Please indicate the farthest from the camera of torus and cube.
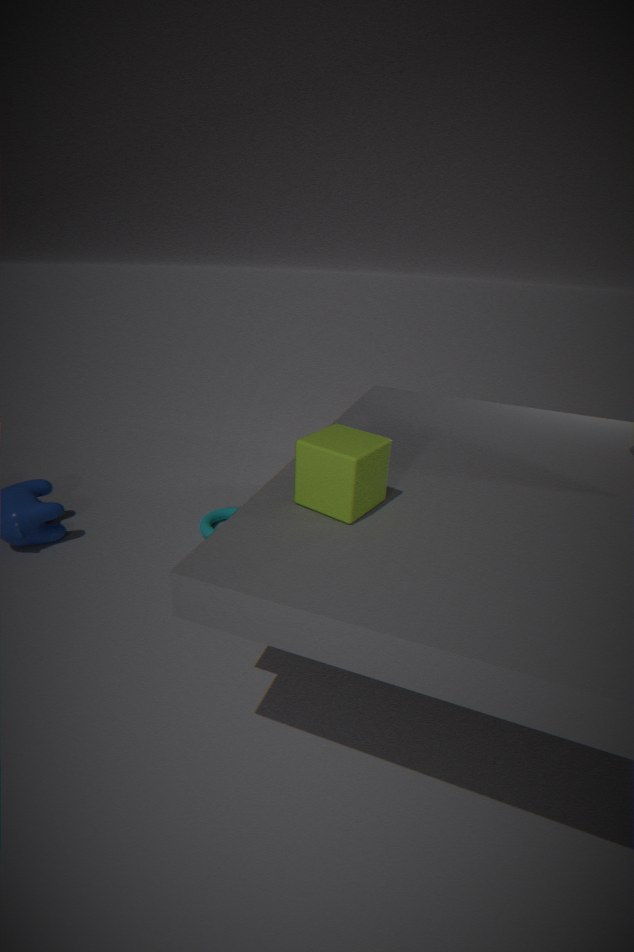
torus
